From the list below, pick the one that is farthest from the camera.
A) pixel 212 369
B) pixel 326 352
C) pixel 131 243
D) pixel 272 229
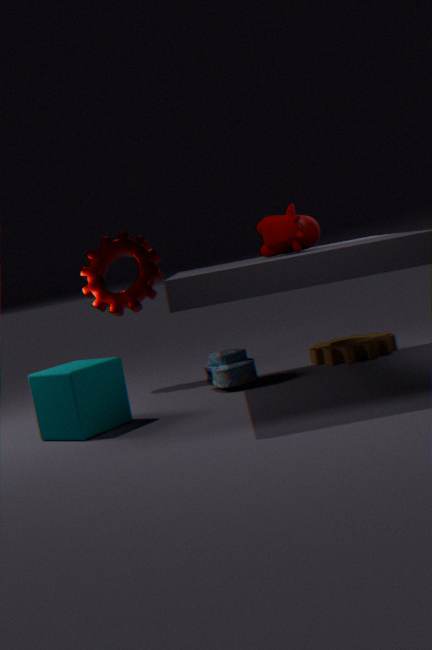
pixel 131 243
